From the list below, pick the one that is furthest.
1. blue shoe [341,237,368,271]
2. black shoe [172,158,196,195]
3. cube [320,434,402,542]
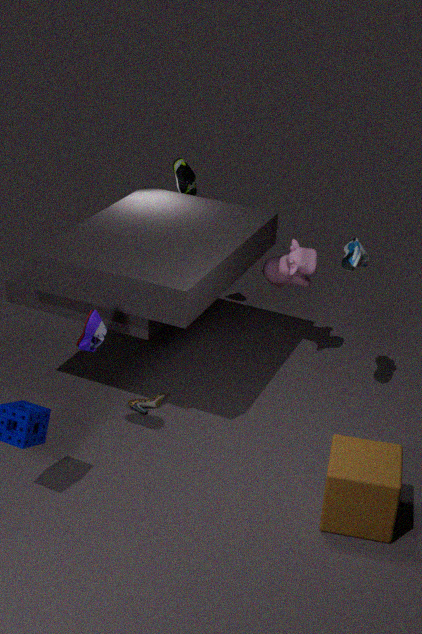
black shoe [172,158,196,195]
